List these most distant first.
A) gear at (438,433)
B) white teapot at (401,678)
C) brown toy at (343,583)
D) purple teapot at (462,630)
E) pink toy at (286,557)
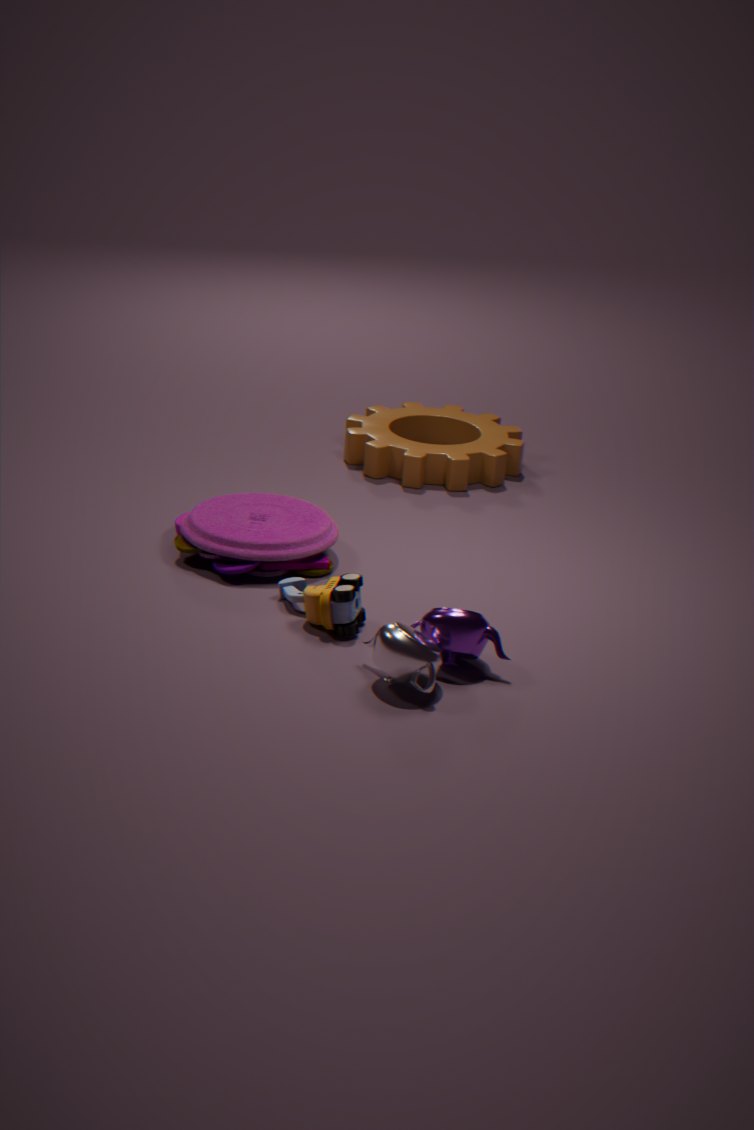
gear at (438,433) < pink toy at (286,557) < brown toy at (343,583) < purple teapot at (462,630) < white teapot at (401,678)
